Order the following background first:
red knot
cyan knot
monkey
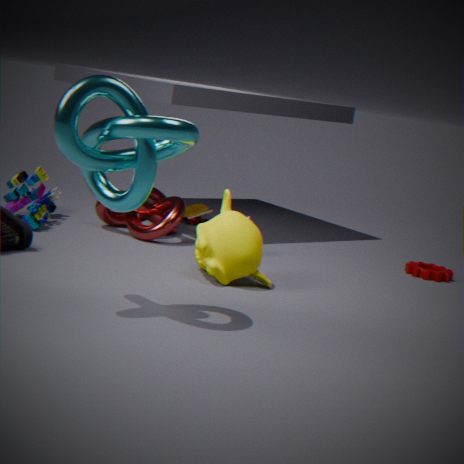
1. red knot
2. monkey
3. cyan knot
